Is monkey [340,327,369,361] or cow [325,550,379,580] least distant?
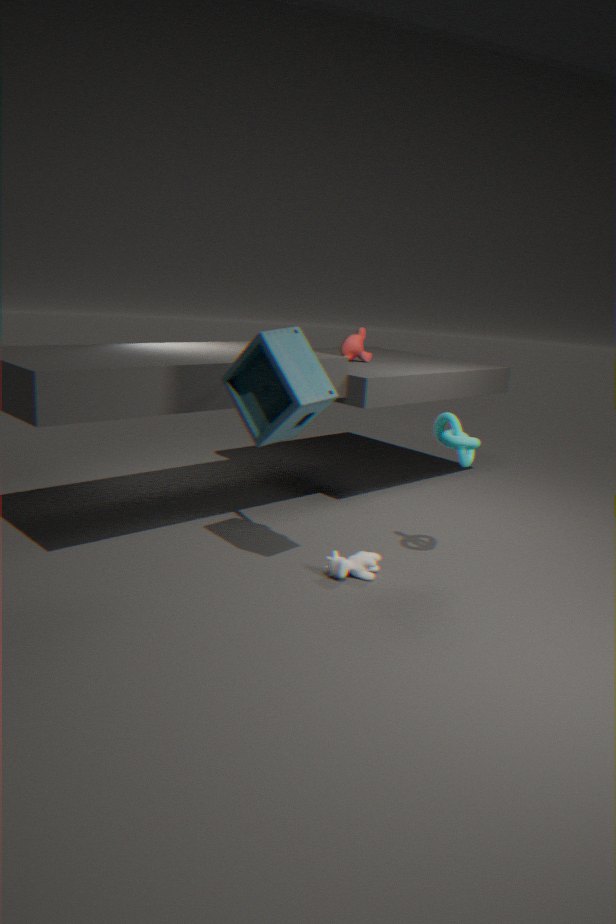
cow [325,550,379,580]
